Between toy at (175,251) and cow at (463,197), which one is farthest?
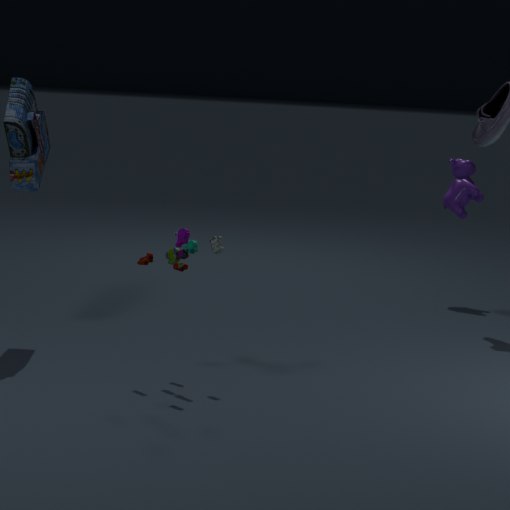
cow at (463,197)
